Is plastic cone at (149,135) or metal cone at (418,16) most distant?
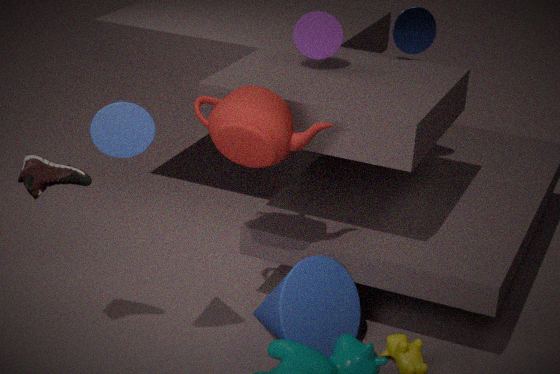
metal cone at (418,16)
